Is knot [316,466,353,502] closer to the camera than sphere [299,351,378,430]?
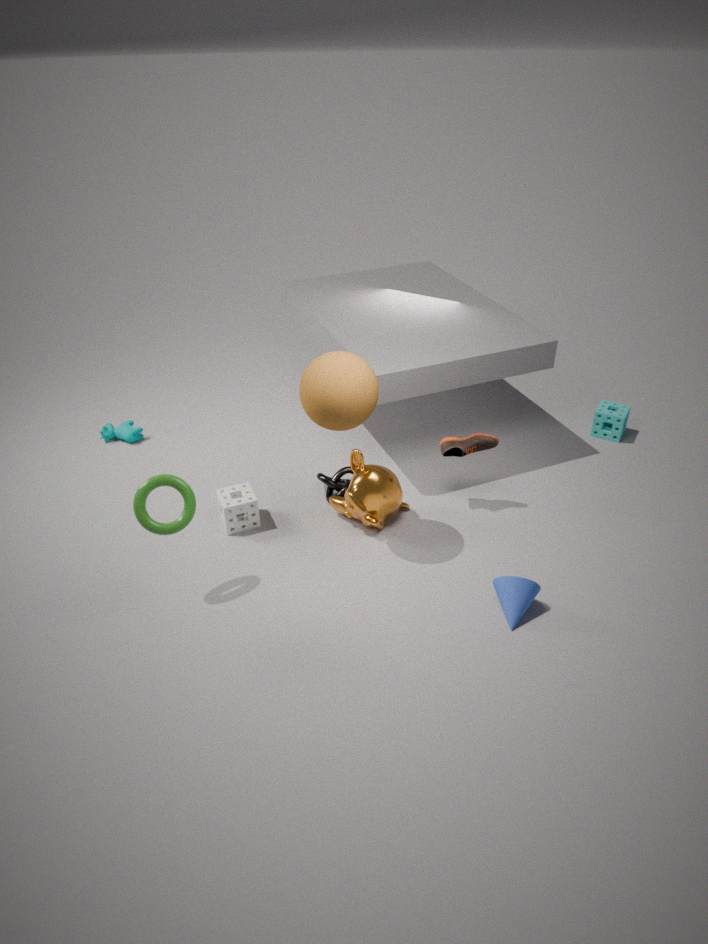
No
